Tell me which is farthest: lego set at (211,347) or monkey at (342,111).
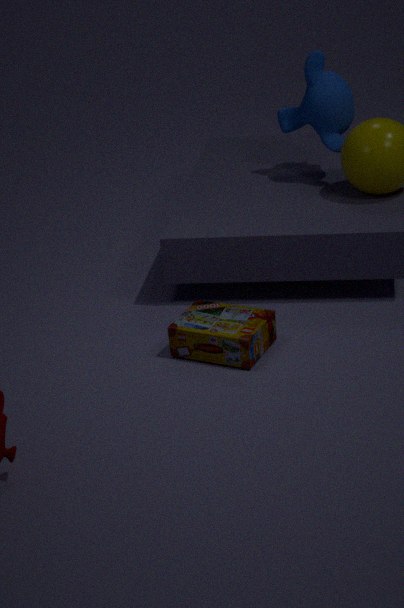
monkey at (342,111)
